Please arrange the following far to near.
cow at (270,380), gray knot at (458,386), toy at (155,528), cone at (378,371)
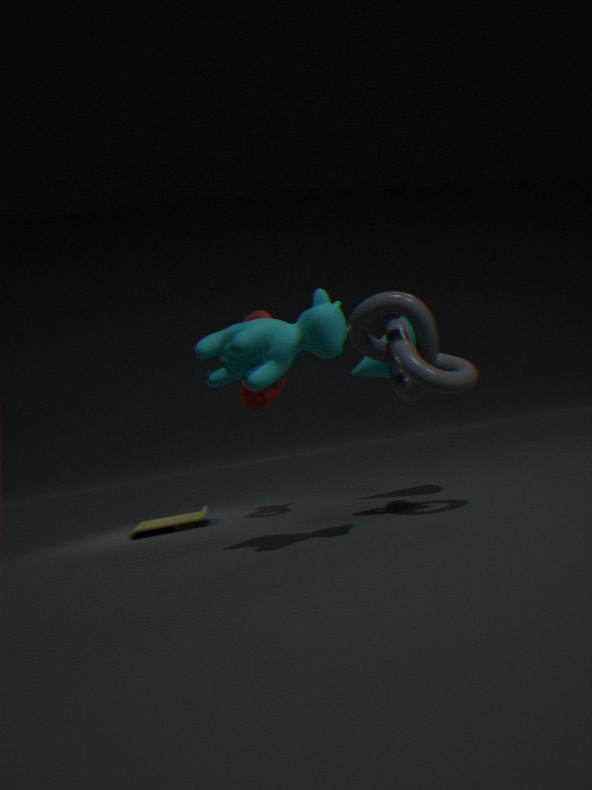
toy at (155,528)
cone at (378,371)
gray knot at (458,386)
cow at (270,380)
